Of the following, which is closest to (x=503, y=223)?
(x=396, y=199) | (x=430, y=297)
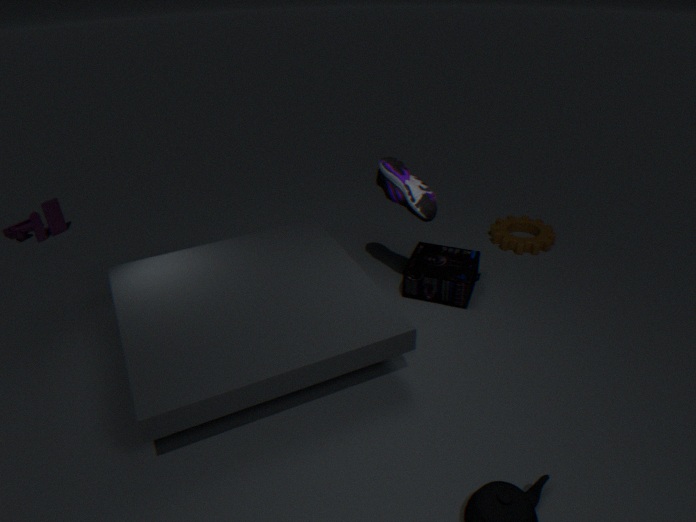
(x=430, y=297)
